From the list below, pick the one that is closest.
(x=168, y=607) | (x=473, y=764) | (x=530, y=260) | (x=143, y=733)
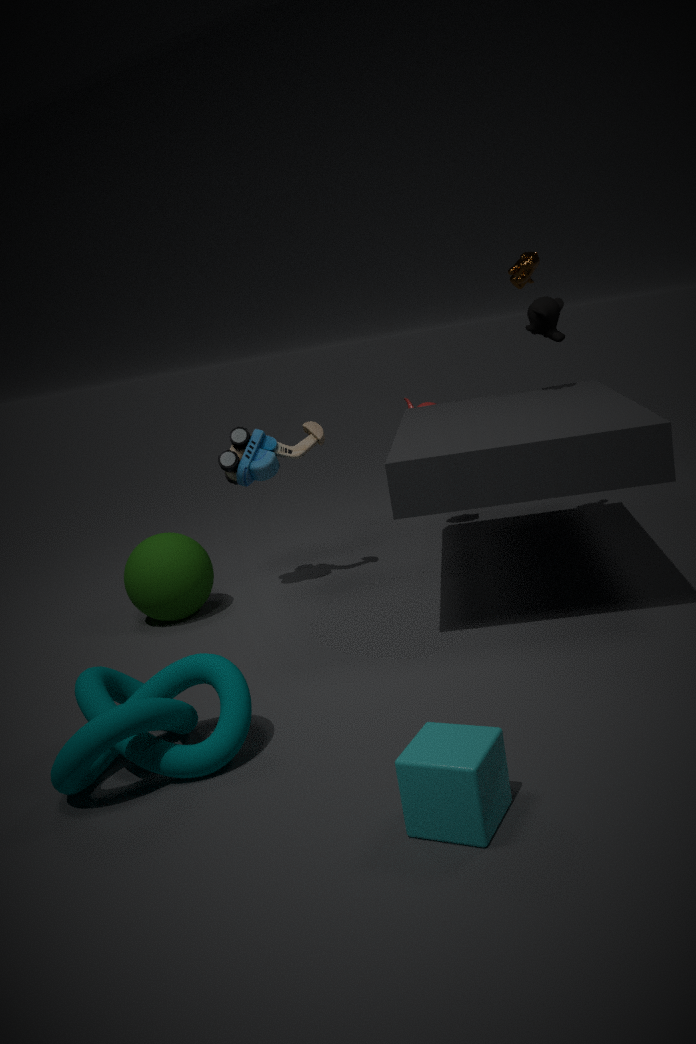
(x=473, y=764)
